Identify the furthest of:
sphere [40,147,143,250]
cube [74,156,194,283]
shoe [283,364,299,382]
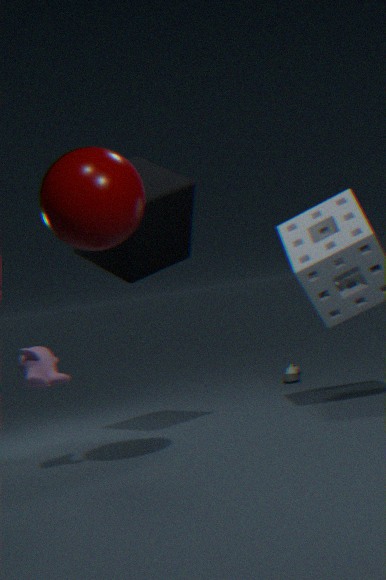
shoe [283,364,299,382]
